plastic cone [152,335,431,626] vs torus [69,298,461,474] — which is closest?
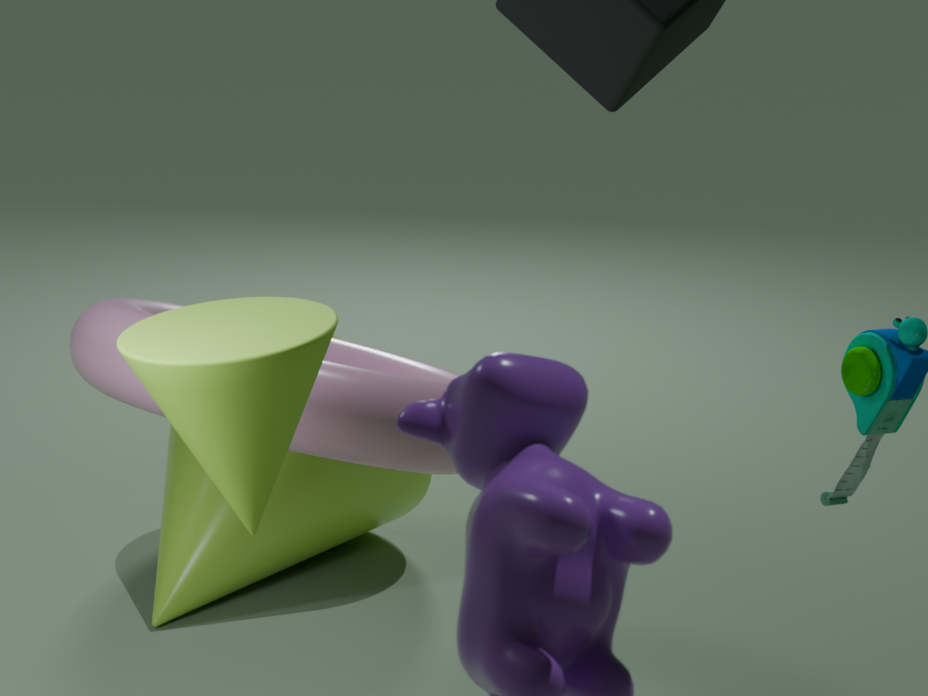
torus [69,298,461,474]
